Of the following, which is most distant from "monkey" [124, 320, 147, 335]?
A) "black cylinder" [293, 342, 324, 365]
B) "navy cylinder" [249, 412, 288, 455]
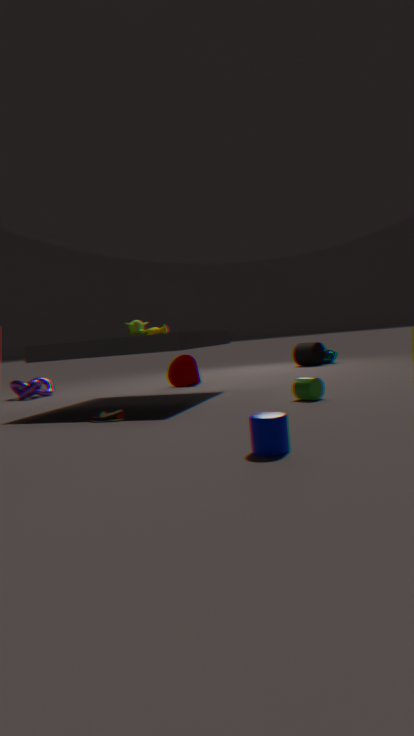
"black cylinder" [293, 342, 324, 365]
